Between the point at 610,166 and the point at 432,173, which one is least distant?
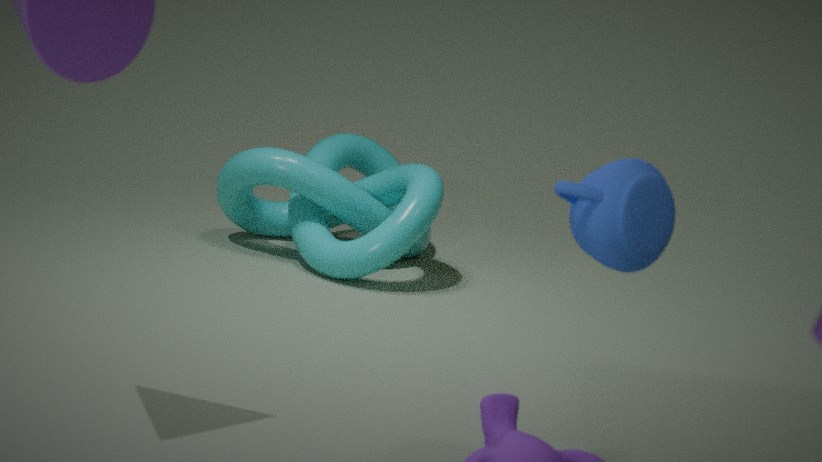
A: the point at 610,166
